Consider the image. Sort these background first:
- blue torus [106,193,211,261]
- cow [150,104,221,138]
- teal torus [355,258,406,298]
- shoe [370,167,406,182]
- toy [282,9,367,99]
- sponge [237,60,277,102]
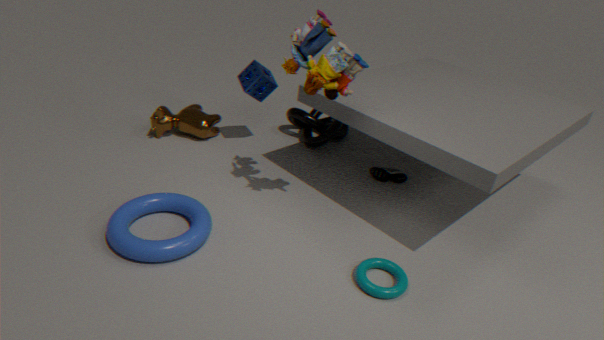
cow [150,104,221,138] → shoe [370,167,406,182] → sponge [237,60,277,102] → toy [282,9,367,99] → blue torus [106,193,211,261] → teal torus [355,258,406,298]
